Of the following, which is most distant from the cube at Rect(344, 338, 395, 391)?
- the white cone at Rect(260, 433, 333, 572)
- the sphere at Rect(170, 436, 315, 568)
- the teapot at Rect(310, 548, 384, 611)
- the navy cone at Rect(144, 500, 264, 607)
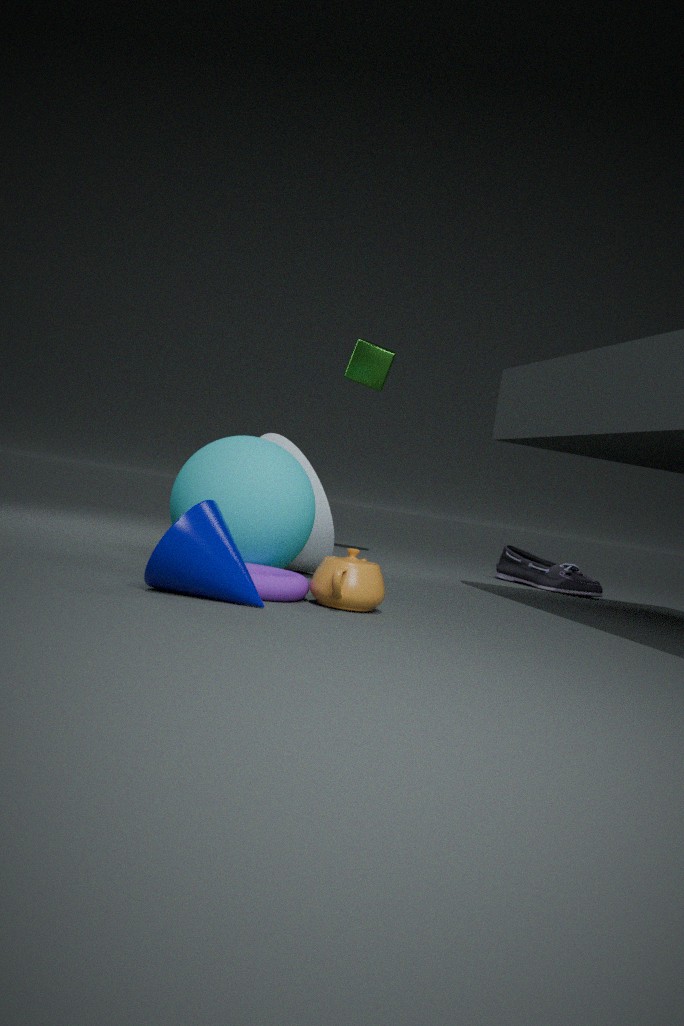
the navy cone at Rect(144, 500, 264, 607)
